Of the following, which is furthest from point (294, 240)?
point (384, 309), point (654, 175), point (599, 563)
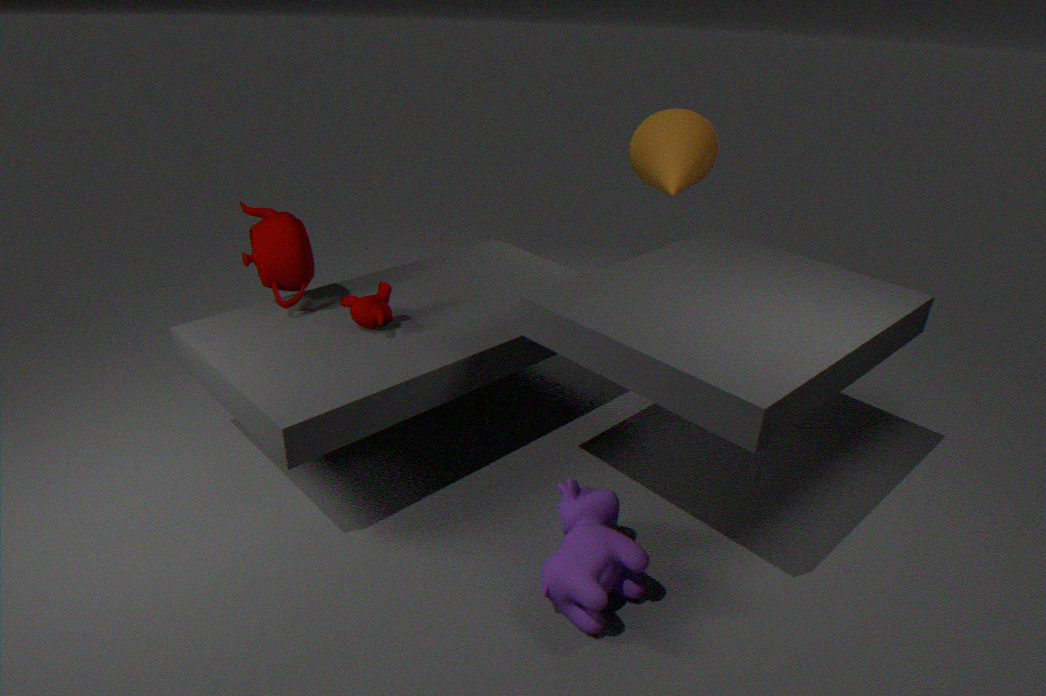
point (654, 175)
